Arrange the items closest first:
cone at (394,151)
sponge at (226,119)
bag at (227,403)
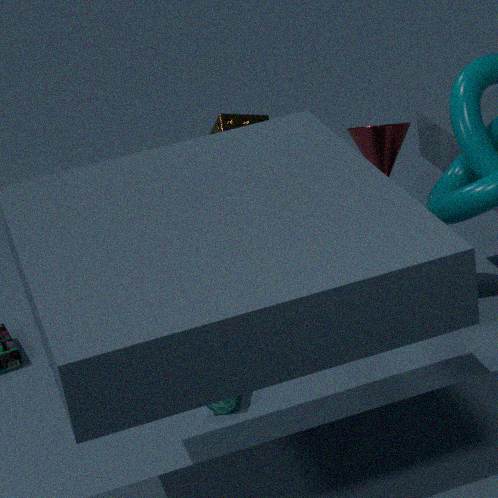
bag at (227,403), cone at (394,151), sponge at (226,119)
